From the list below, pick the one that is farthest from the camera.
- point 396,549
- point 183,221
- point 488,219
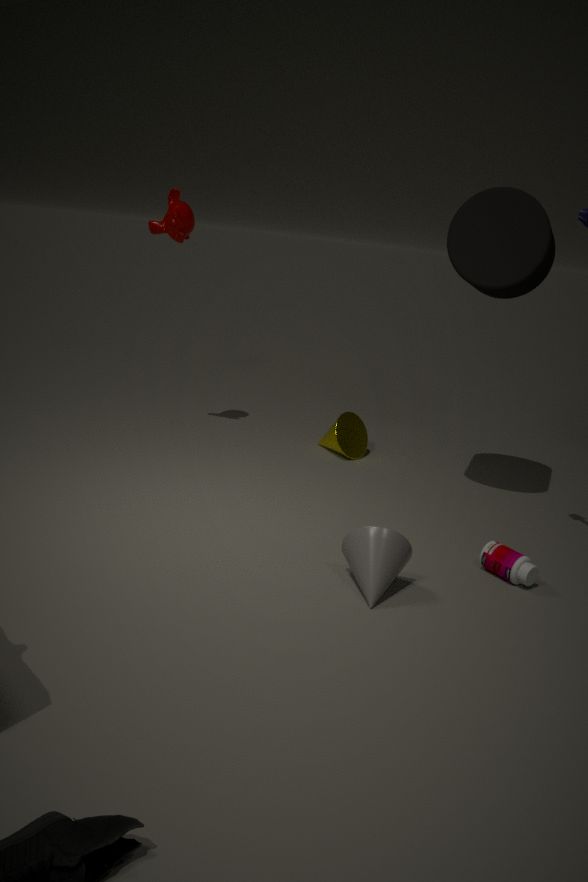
point 183,221
